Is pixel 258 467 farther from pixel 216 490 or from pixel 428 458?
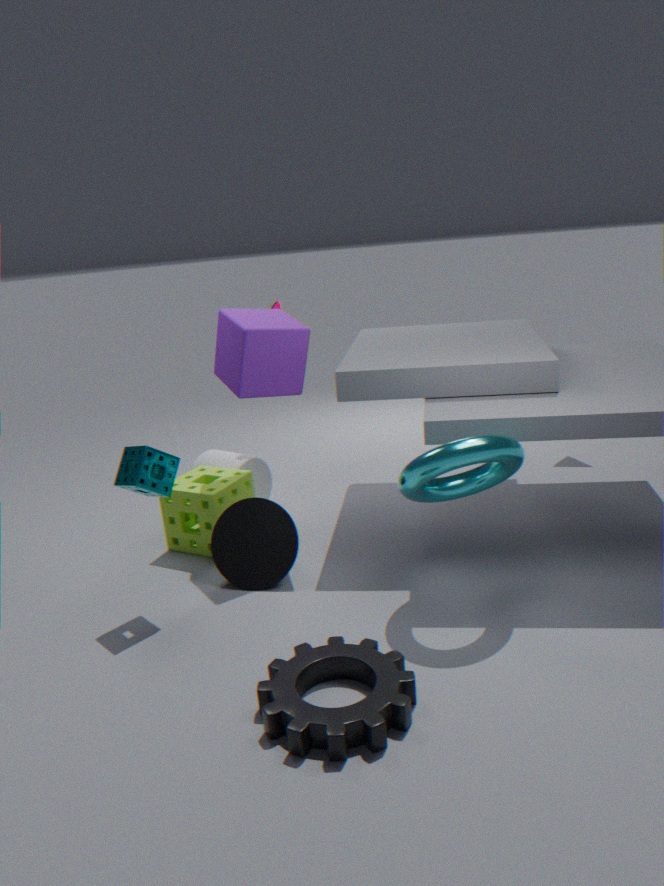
pixel 428 458
